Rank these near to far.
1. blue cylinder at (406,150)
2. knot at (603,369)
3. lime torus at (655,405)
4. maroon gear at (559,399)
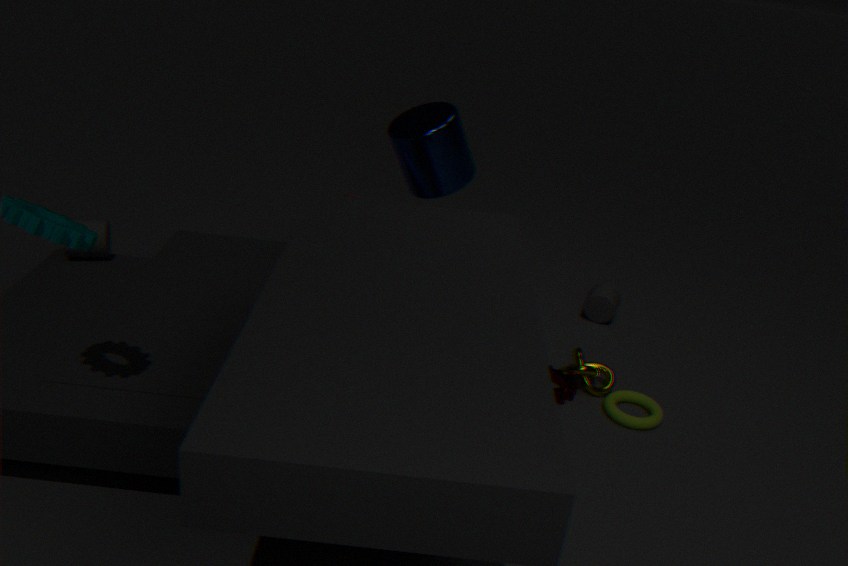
lime torus at (655,405), maroon gear at (559,399), knot at (603,369), blue cylinder at (406,150)
